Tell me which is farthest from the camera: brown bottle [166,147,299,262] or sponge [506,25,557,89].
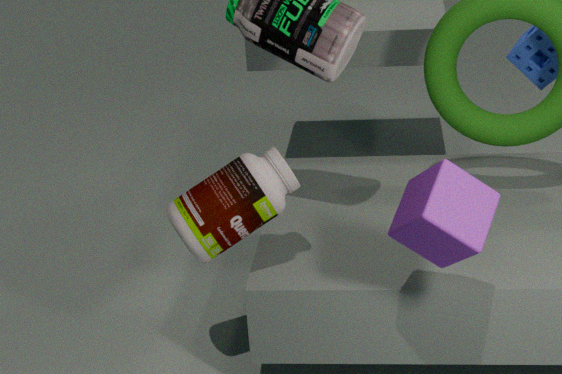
sponge [506,25,557,89]
